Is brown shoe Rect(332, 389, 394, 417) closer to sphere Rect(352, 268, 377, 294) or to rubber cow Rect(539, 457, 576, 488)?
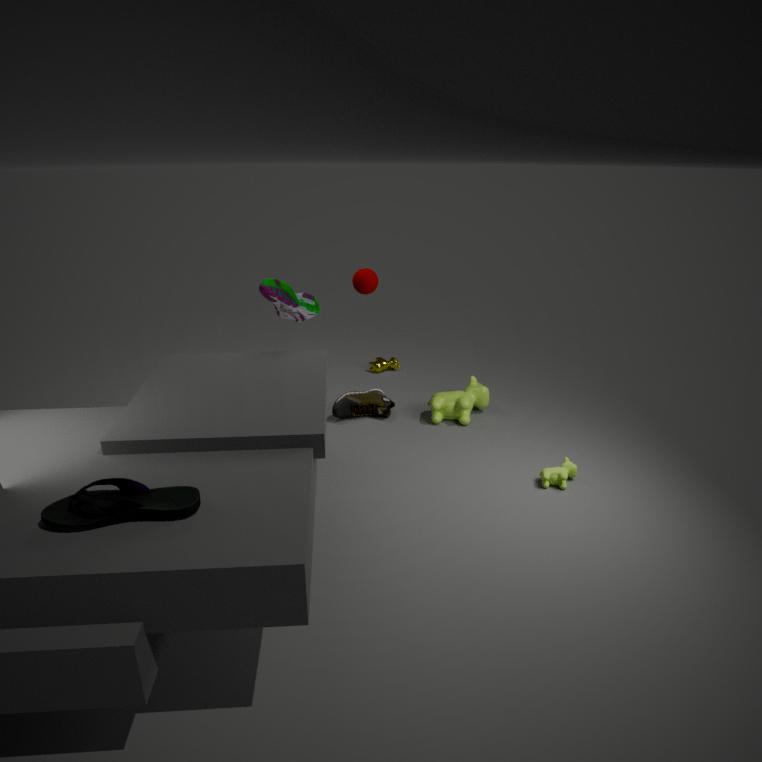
sphere Rect(352, 268, 377, 294)
